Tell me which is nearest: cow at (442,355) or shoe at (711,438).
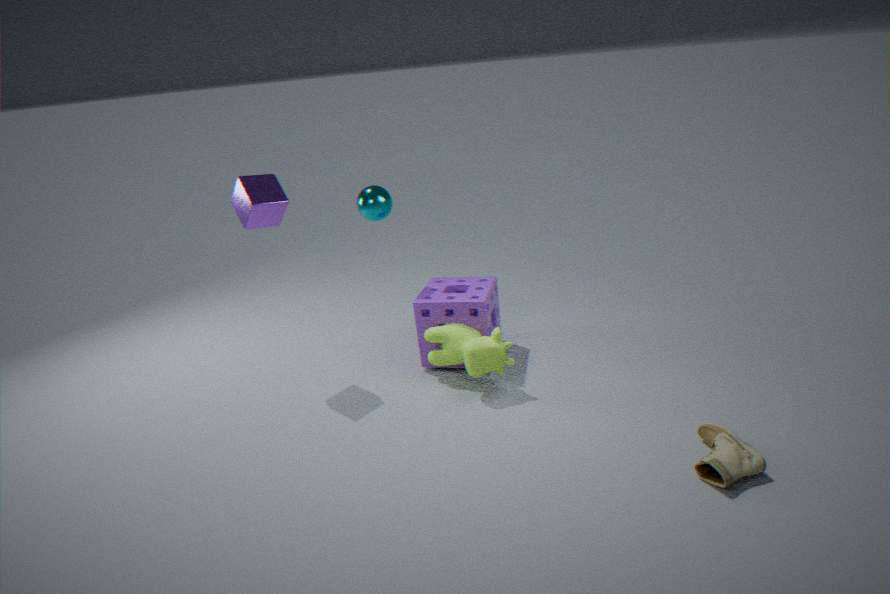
shoe at (711,438)
